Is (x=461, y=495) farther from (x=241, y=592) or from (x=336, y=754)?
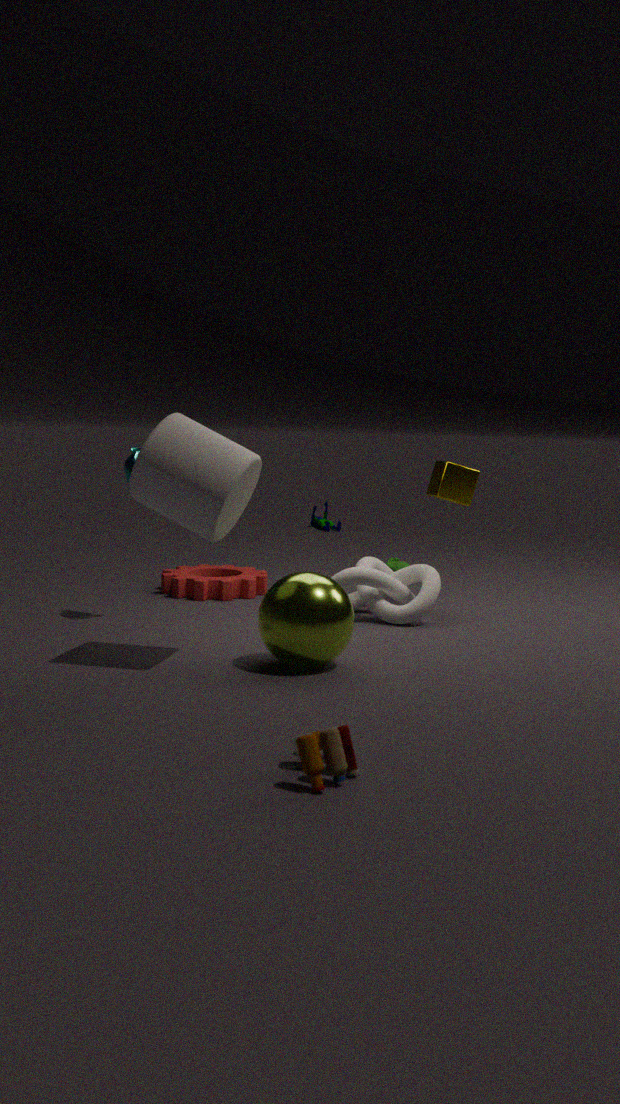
(x=336, y=754)
